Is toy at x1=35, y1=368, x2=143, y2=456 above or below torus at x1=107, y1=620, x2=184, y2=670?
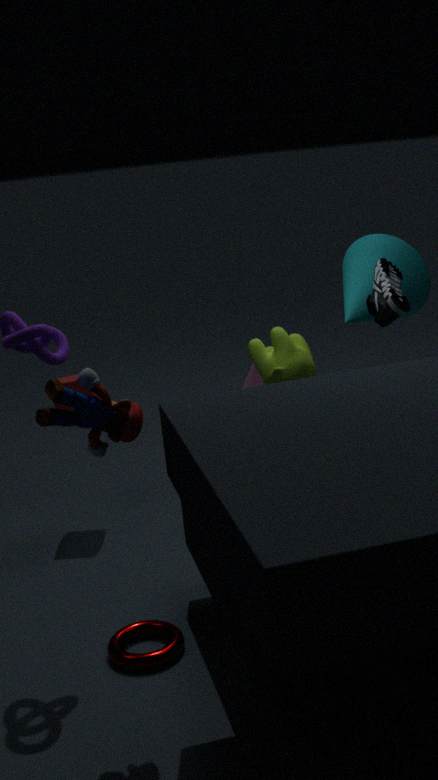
above
